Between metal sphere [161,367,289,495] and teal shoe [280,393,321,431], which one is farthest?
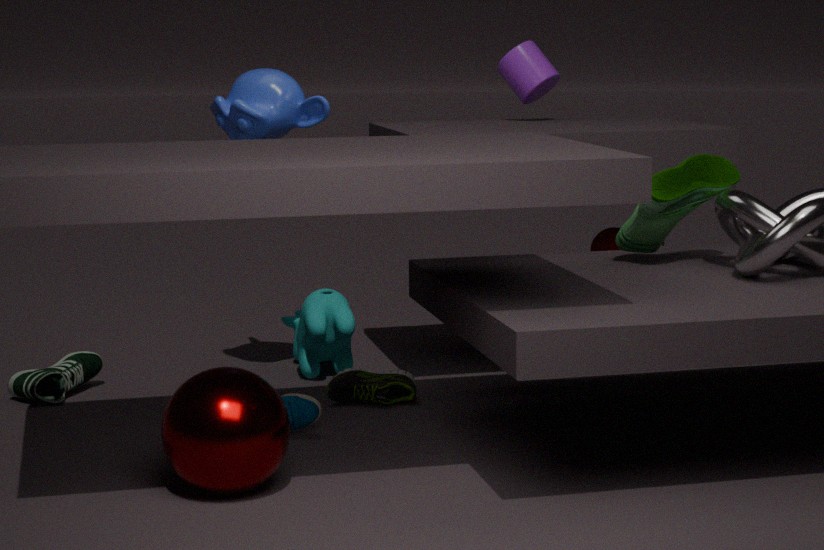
teal shoe [280,393,321,431]
